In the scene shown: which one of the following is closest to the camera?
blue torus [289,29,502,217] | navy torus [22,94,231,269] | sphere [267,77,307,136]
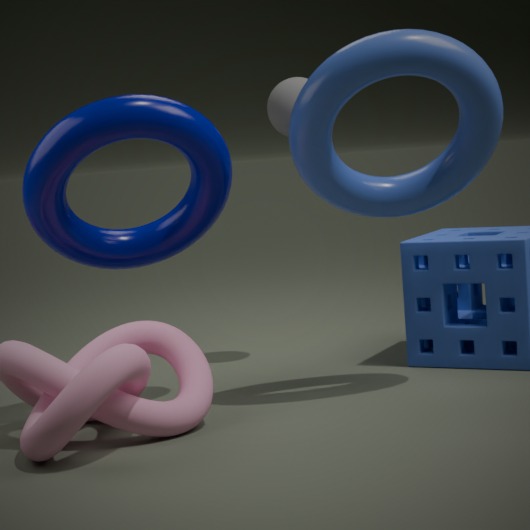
blue torus [289,29,502,217]
